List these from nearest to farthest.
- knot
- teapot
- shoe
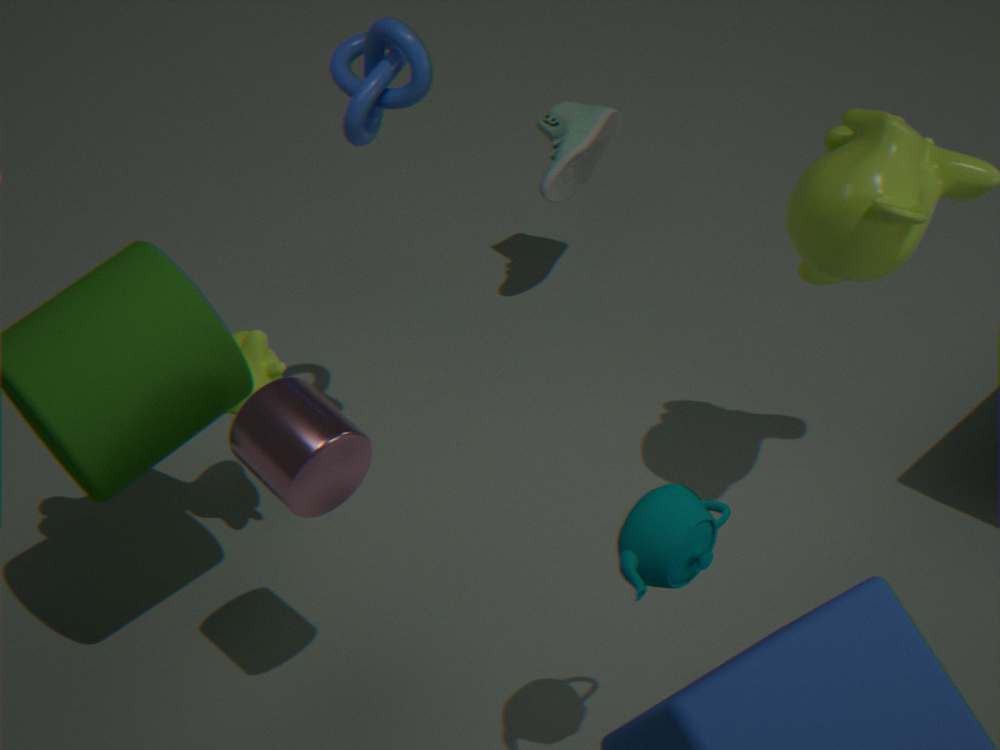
1. teapot
2. knot
3. shoe
